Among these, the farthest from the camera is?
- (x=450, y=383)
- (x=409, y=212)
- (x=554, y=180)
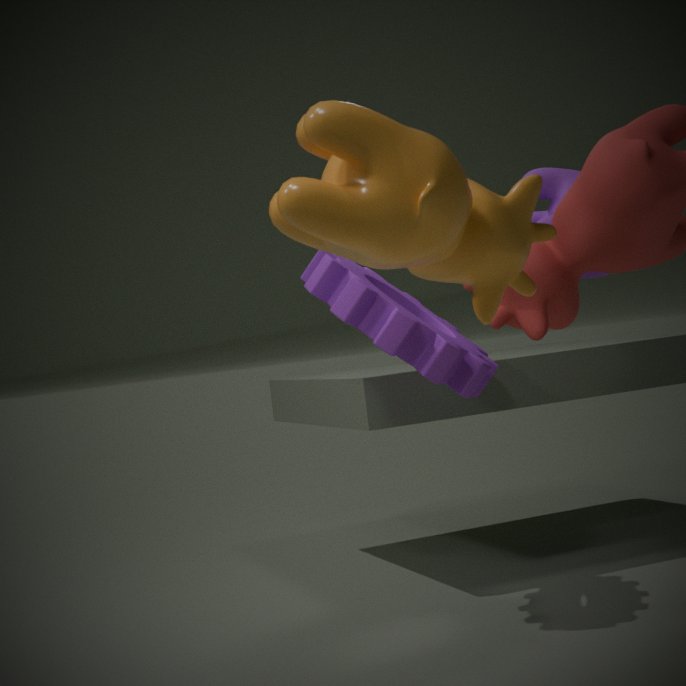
(x=554, y=180)
